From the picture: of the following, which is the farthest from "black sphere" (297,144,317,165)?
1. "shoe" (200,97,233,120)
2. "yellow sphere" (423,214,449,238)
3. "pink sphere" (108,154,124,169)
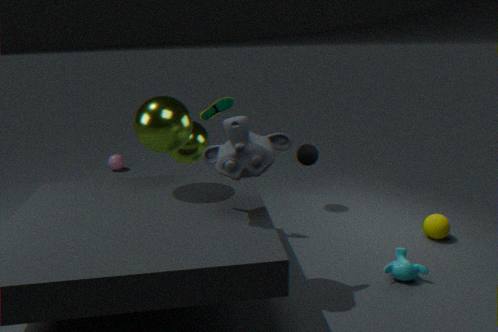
"pink sphere" (108,154,124,169)
